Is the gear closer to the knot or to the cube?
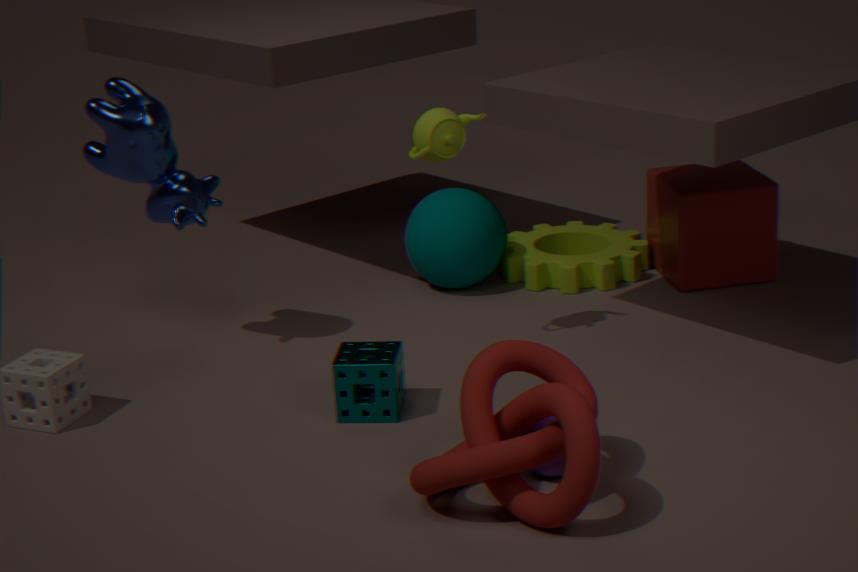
the cube
